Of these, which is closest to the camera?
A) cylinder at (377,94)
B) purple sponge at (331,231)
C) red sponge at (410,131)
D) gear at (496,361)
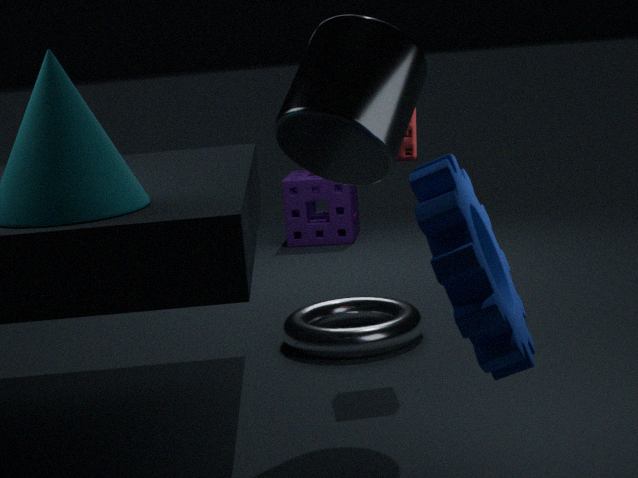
gear at (496,361)
